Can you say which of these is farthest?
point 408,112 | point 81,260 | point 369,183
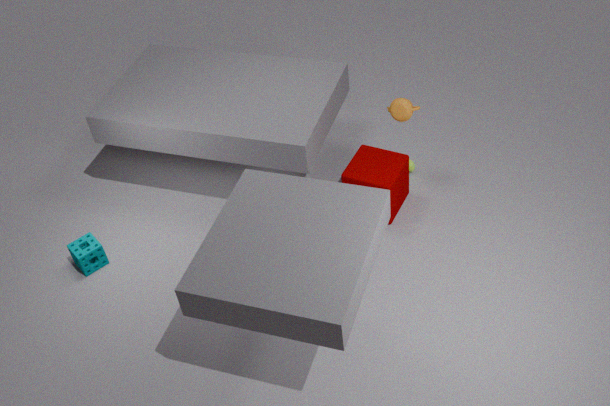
point 408,112
